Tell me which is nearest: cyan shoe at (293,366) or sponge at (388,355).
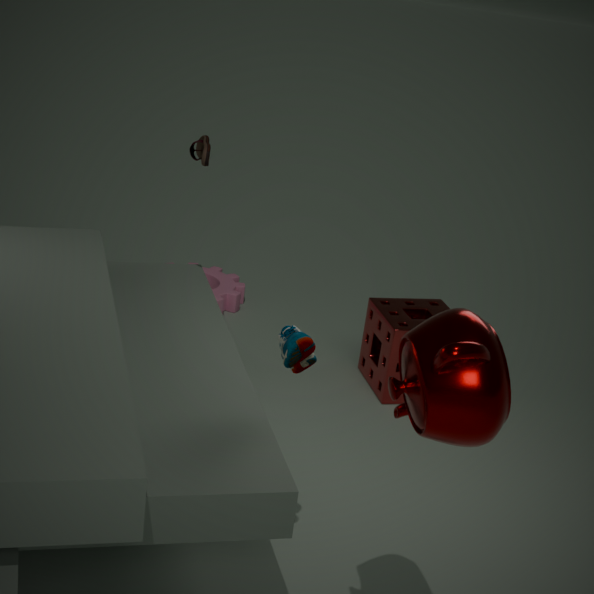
cyan shoe at (293,366)
